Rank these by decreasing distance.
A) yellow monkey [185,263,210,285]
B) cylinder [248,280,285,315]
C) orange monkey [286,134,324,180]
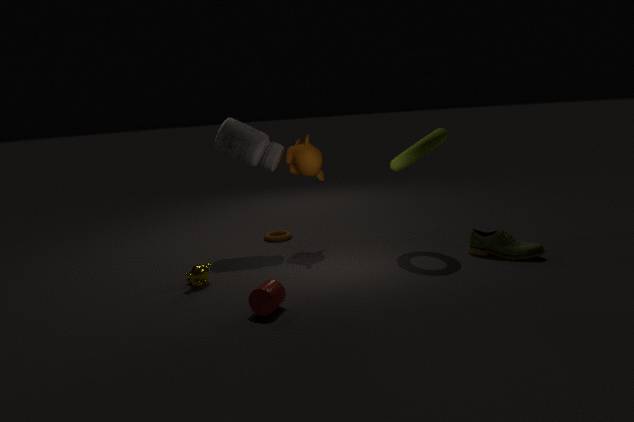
orange monkey [286,134,324,180] → yellow monkey [185,263,210,285] → cylinder [248,280,285,315]
